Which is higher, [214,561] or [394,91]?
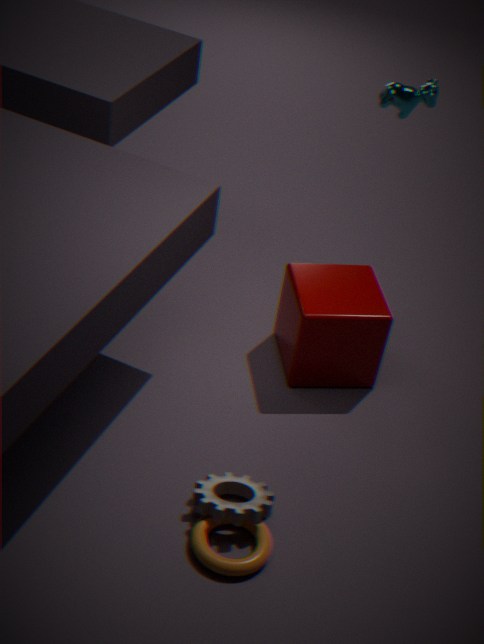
[394,91]
